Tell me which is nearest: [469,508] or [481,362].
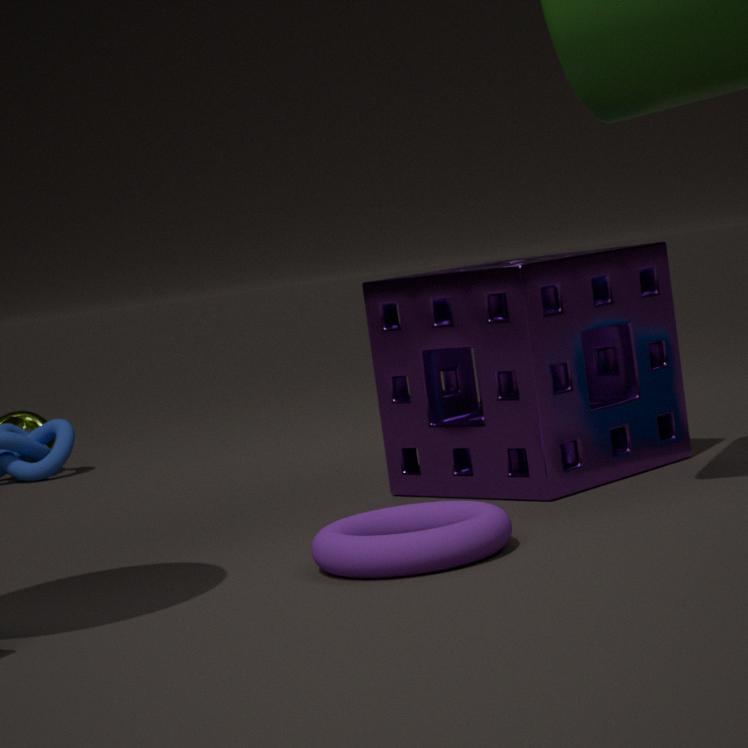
[469,508]
